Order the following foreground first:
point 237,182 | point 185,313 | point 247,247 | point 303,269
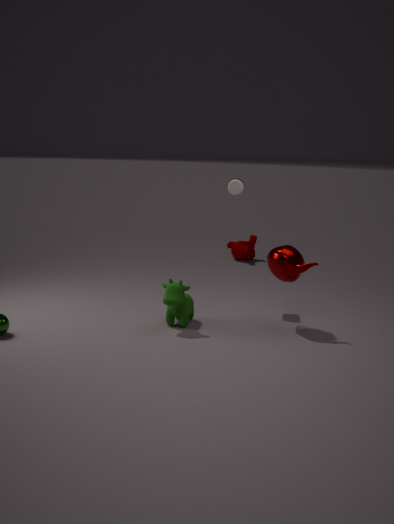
point 303,269
point 185,313
point 237,182
point 247,247
